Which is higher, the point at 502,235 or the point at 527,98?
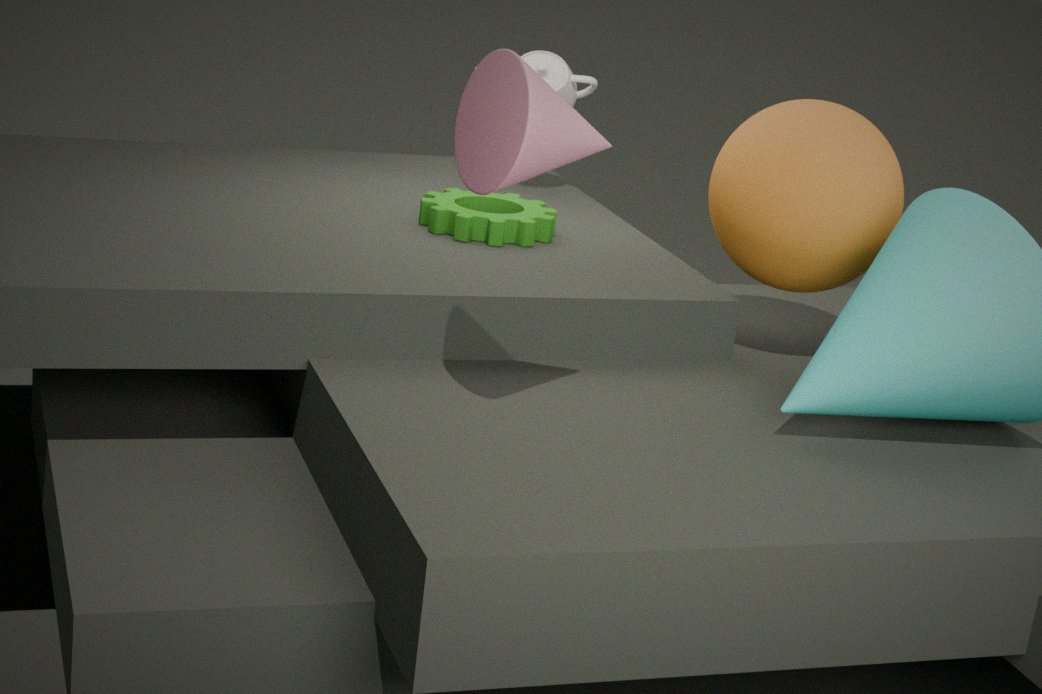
the point at 527,98
